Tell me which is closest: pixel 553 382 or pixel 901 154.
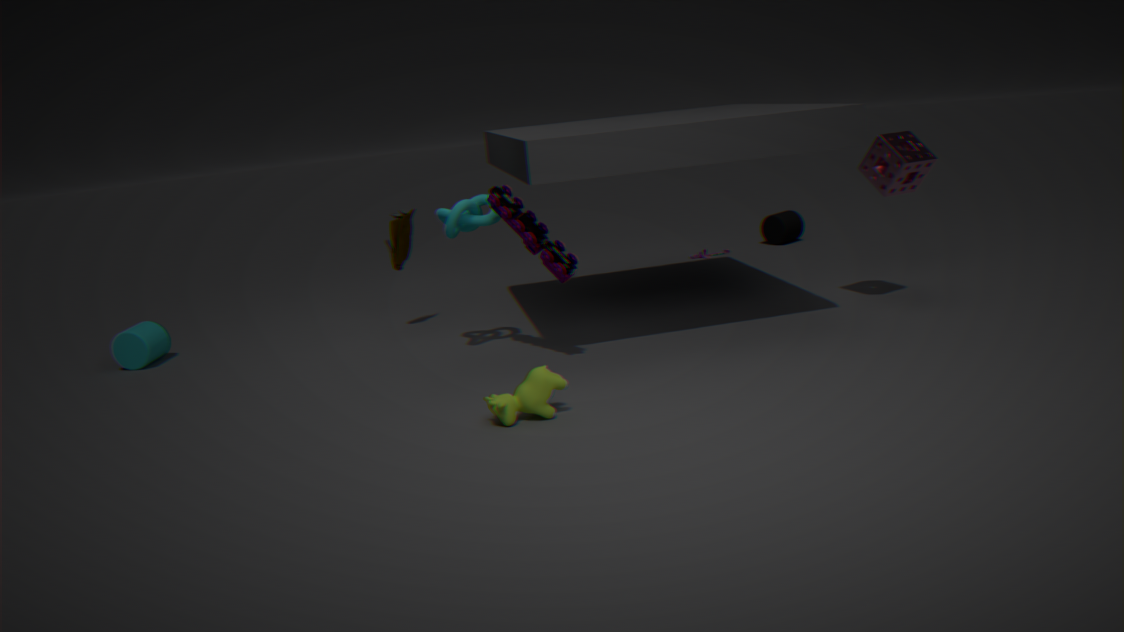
pixel 553 382
